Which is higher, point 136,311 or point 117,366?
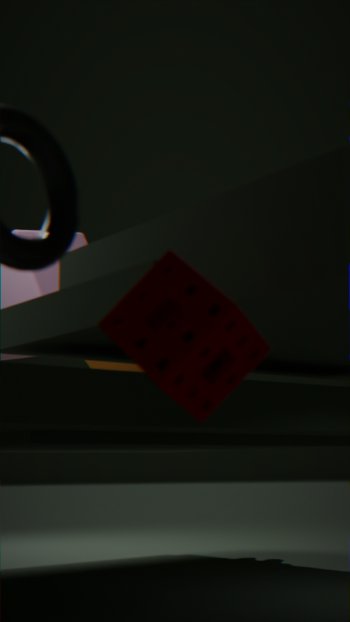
point 117,366
